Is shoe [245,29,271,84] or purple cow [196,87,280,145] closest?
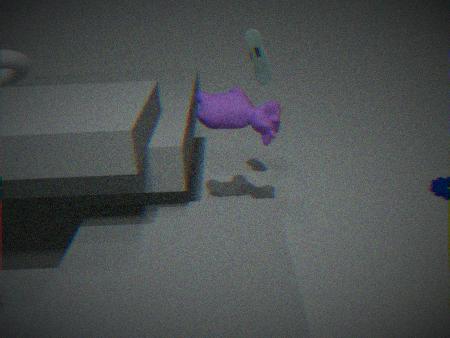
purple cow [196,87,280,145]
